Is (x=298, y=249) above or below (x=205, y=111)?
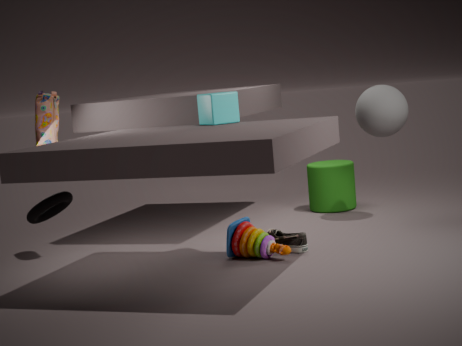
below
